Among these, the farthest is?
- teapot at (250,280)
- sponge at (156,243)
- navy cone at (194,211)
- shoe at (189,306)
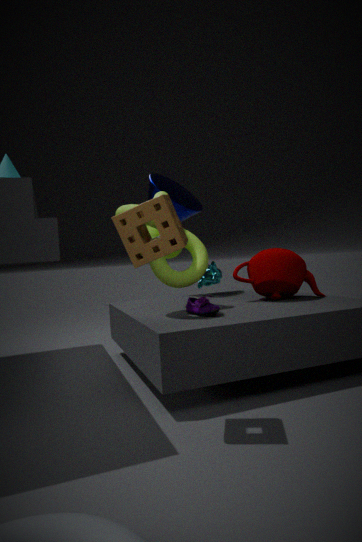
navy cone at (194,211)
